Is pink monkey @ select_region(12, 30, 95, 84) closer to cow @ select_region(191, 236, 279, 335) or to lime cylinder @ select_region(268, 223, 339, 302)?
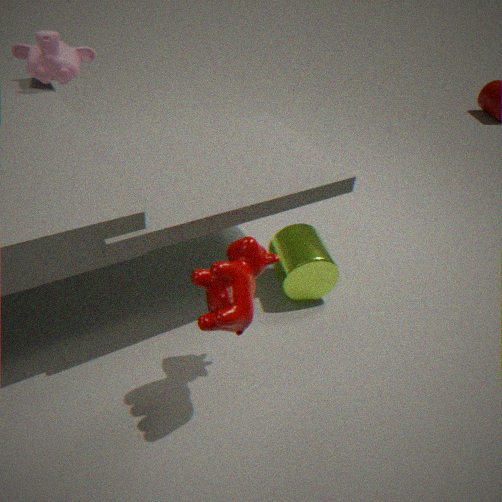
lime cylinder @ select_region(268, 223, 339, 302)
